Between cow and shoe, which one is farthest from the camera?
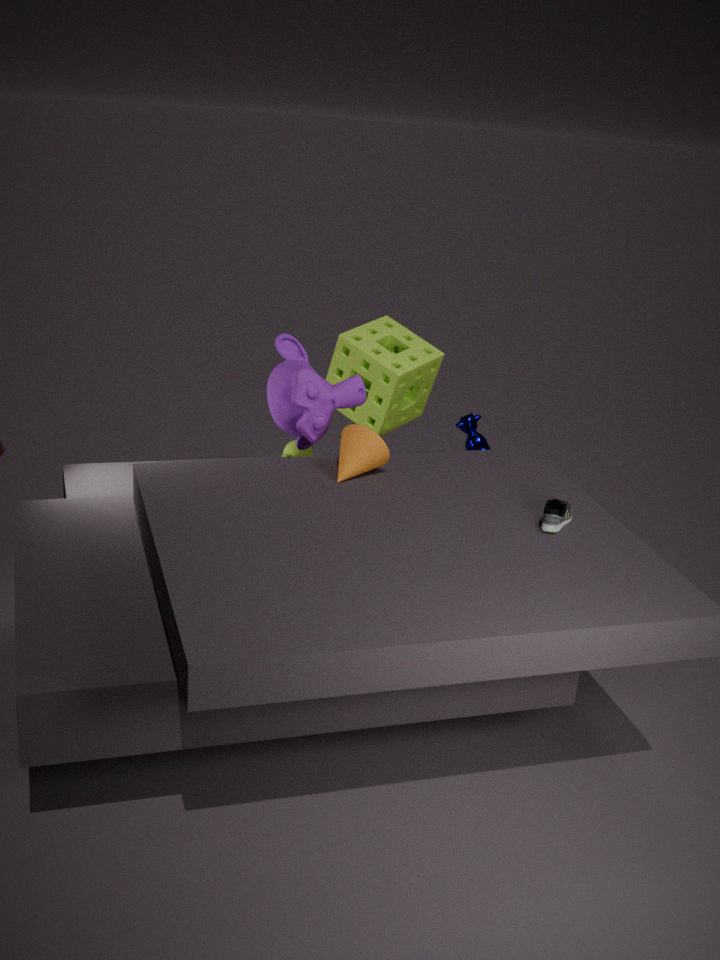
cow
